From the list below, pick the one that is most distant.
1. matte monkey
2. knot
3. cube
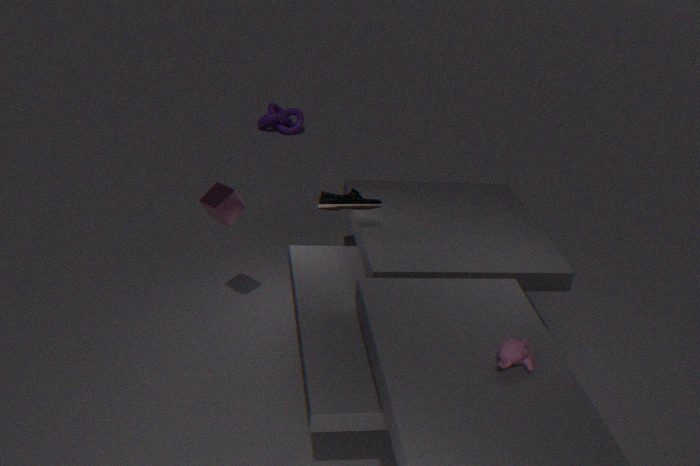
knot
